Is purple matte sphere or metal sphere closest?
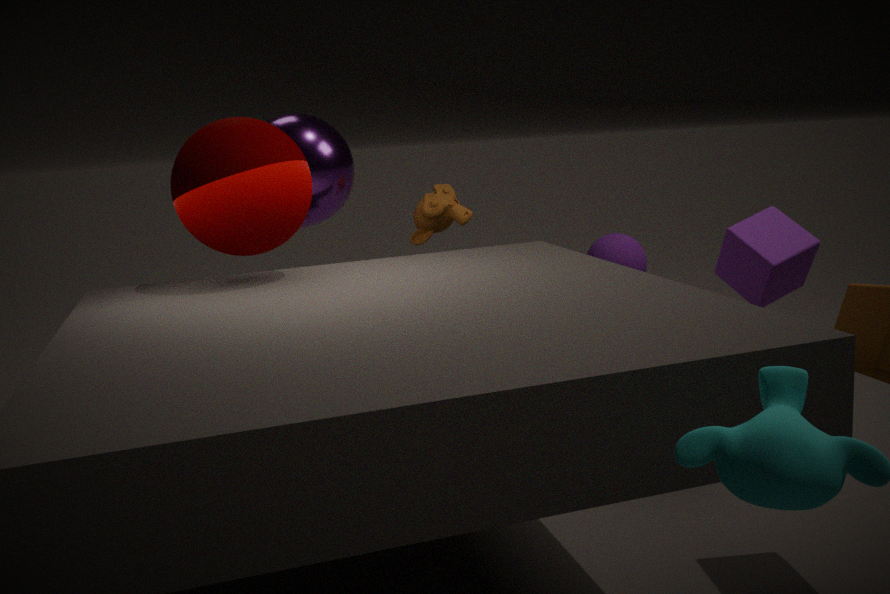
metal sphere
